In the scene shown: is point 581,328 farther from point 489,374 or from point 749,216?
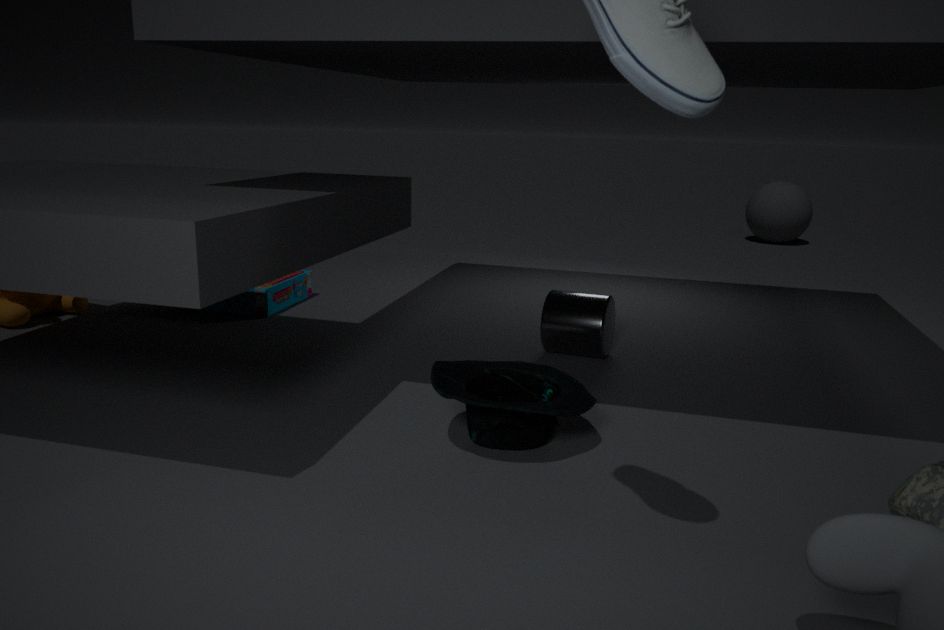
point 749,216
